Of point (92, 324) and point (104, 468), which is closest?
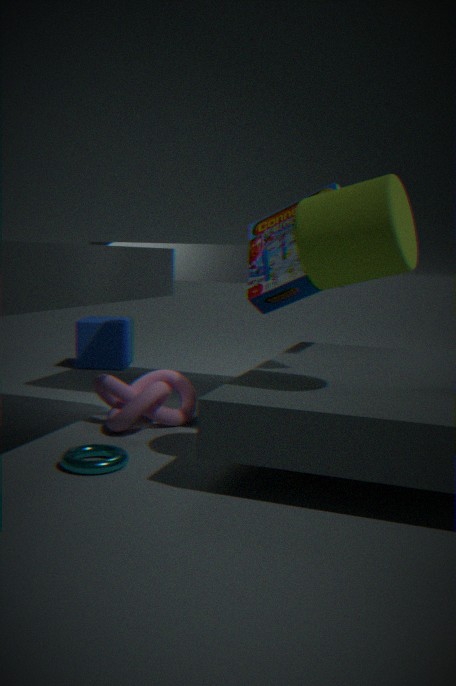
point (104, 468)
